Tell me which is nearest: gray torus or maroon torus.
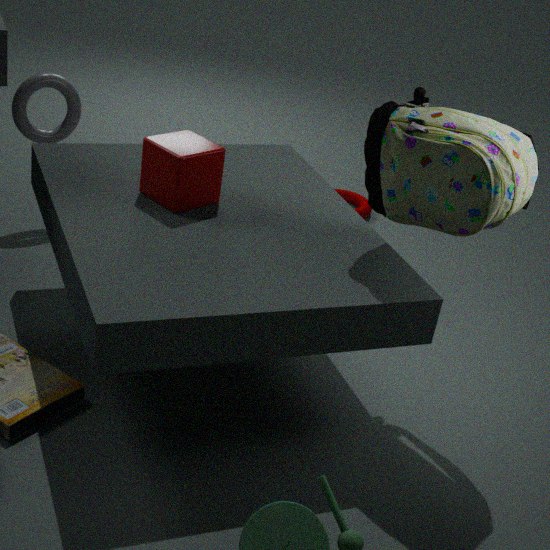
gray torus
